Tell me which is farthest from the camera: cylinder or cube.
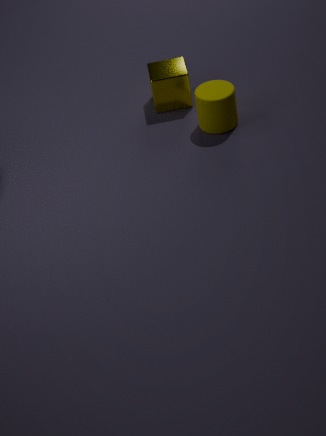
cube
